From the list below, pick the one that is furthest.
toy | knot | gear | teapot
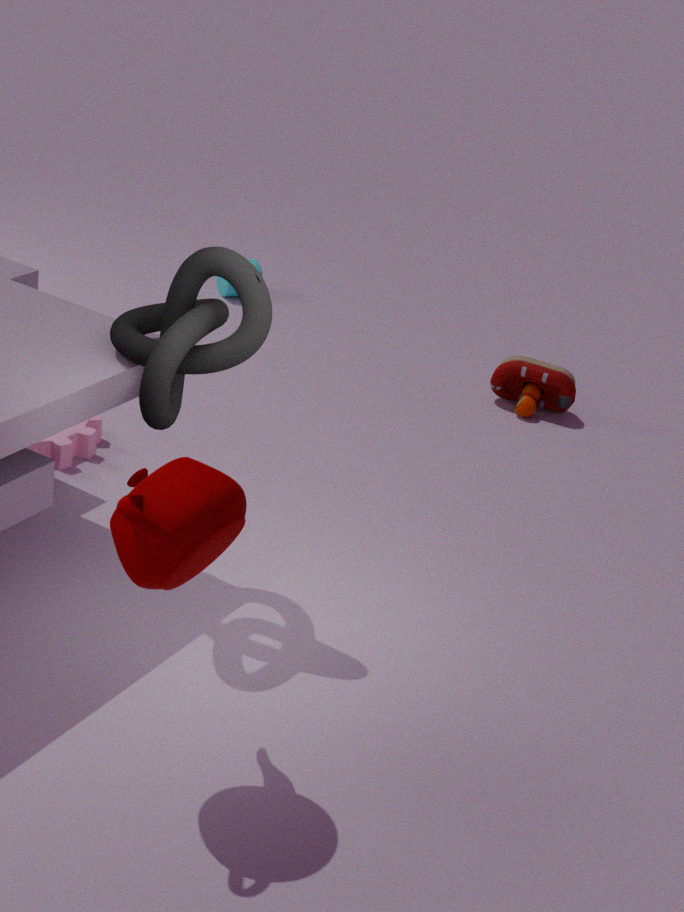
toy
